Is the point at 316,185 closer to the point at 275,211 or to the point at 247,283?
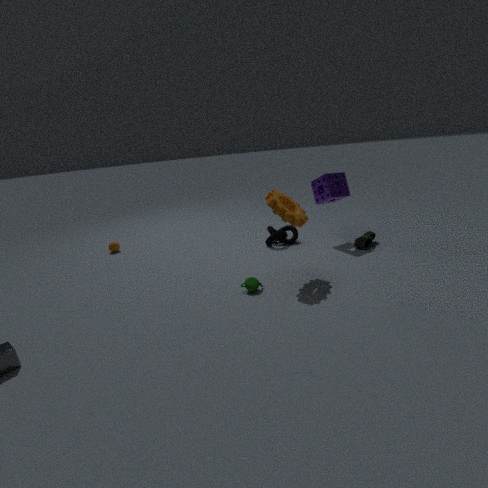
the point at 275,211
